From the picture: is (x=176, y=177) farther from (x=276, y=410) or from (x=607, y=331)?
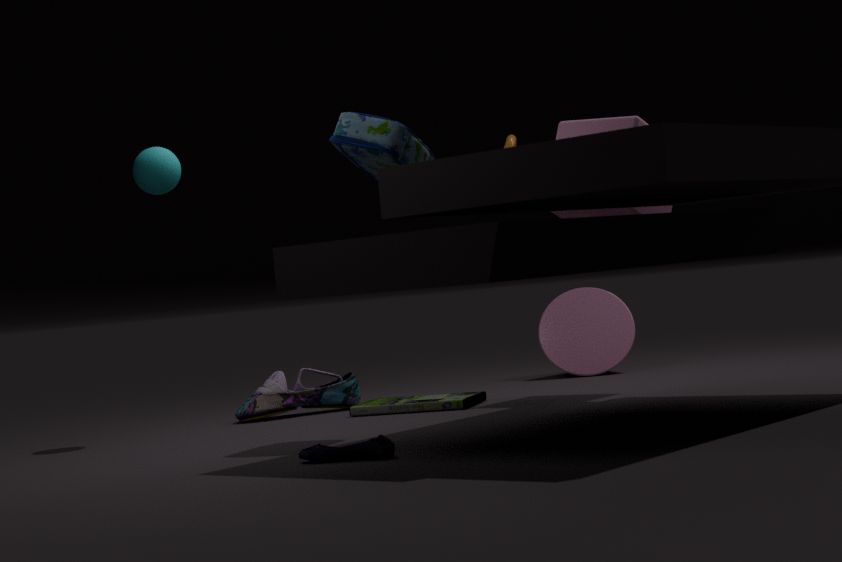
(x=607, y=331)
